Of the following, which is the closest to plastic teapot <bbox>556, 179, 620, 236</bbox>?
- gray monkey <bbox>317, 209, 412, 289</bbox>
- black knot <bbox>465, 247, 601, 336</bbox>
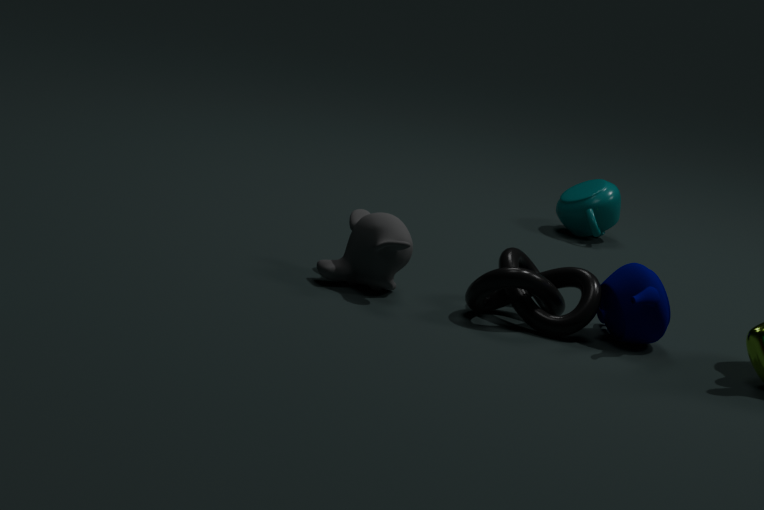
black knot <bbox>465, 247, 601, 336</bbox>
